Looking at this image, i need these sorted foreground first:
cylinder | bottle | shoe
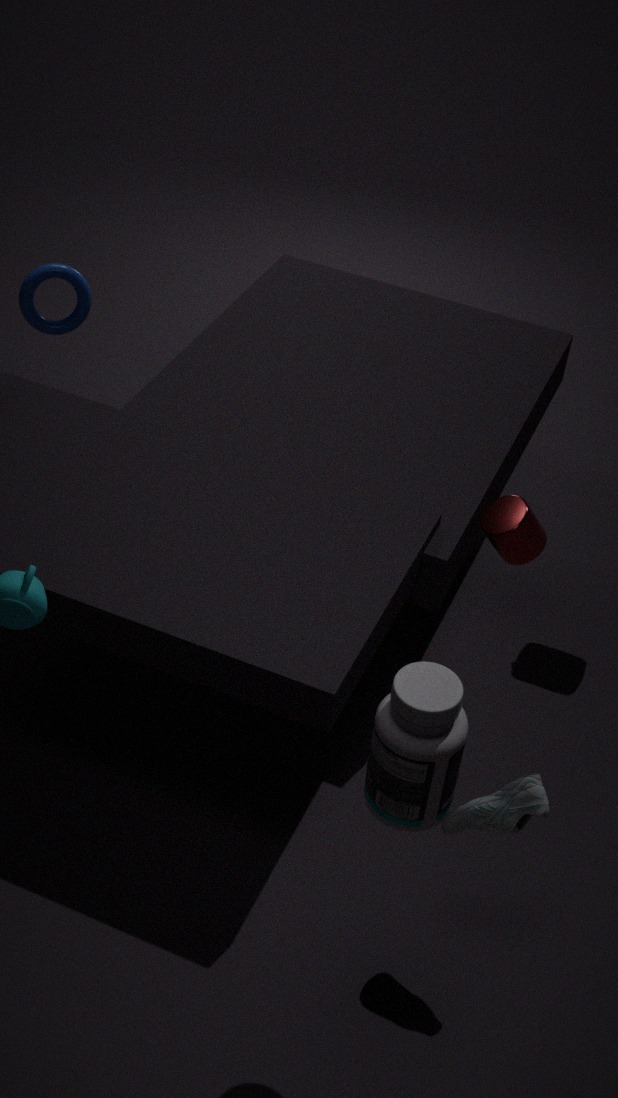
bottle, shoe, cylinder
